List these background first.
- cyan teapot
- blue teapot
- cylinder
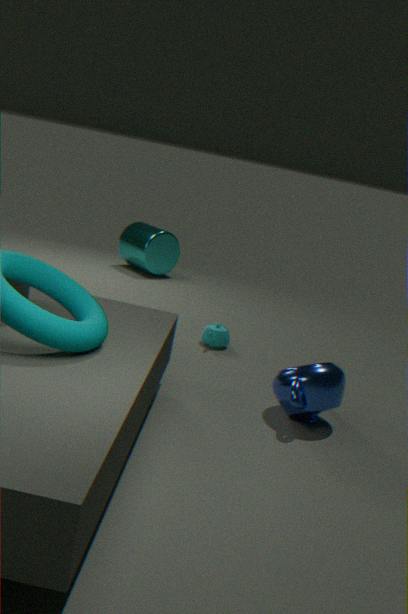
cylinder
cyan teapot
blue teapot
